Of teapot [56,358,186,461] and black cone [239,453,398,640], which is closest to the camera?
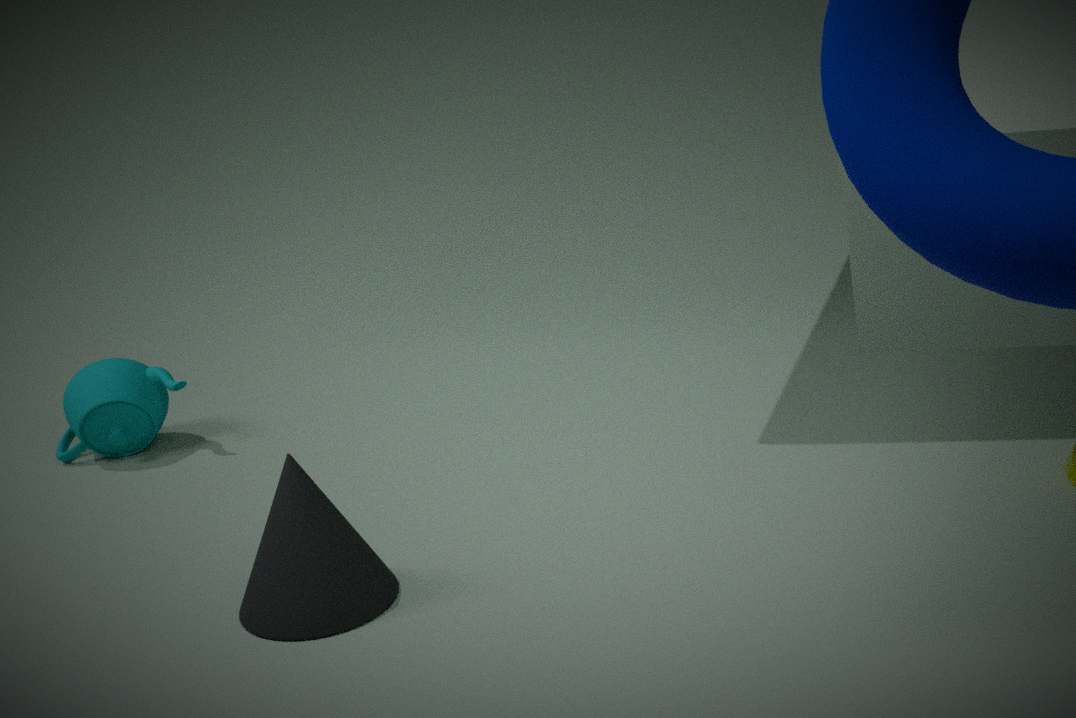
black cone [239,453,398,640]
